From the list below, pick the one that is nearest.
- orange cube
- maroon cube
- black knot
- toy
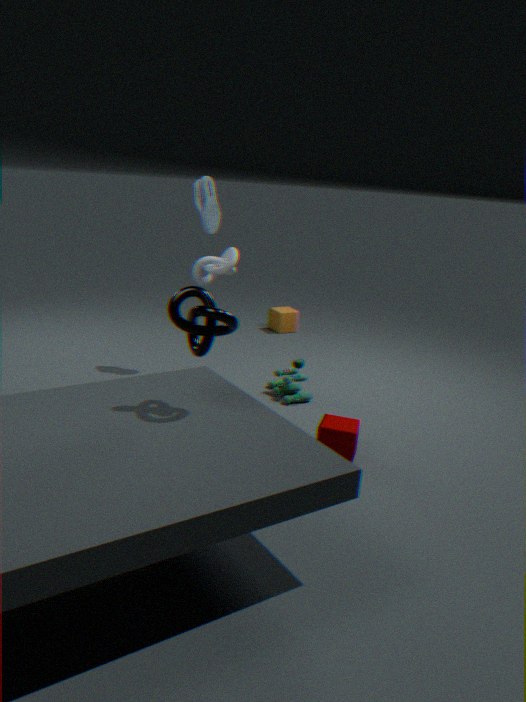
black knot
